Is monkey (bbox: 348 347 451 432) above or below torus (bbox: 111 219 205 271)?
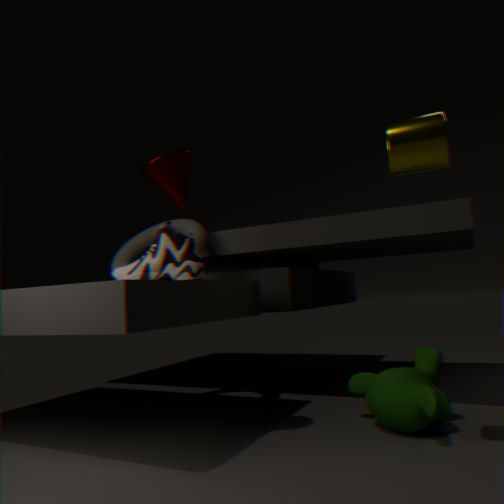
below
